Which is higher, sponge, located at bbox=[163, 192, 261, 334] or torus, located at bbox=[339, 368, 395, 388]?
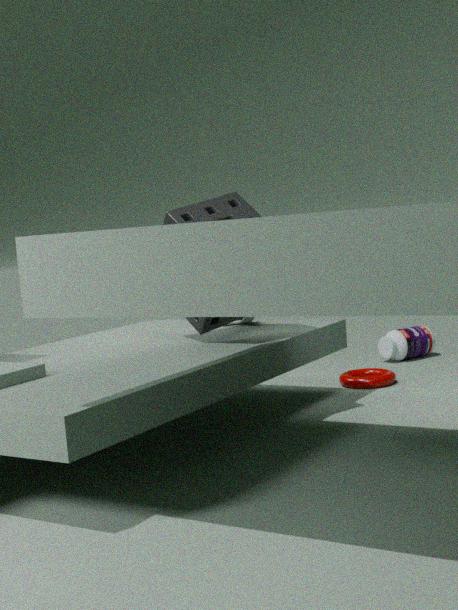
sponge, located at bbox=[163, 192, 261, 334]
